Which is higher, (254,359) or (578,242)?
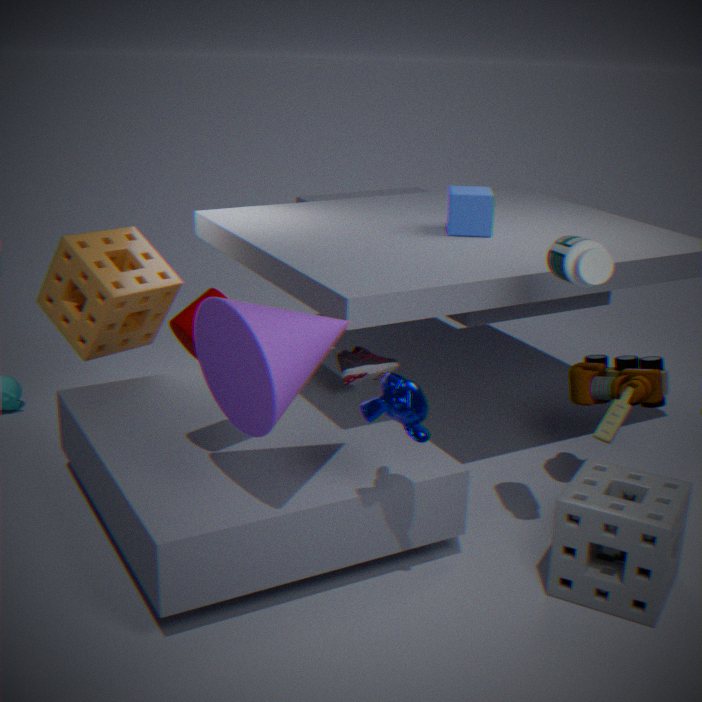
(578,242)
